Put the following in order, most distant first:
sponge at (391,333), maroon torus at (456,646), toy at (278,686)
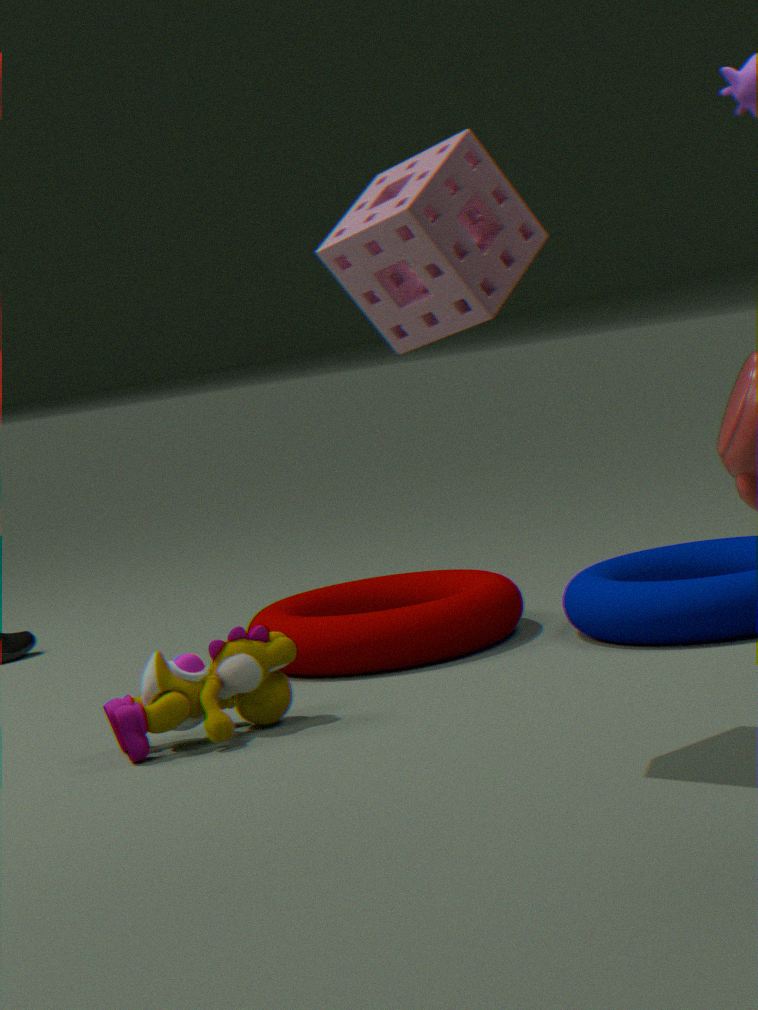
maroon torus at (456,646), toy at (278,686), sponge at (391,333)
